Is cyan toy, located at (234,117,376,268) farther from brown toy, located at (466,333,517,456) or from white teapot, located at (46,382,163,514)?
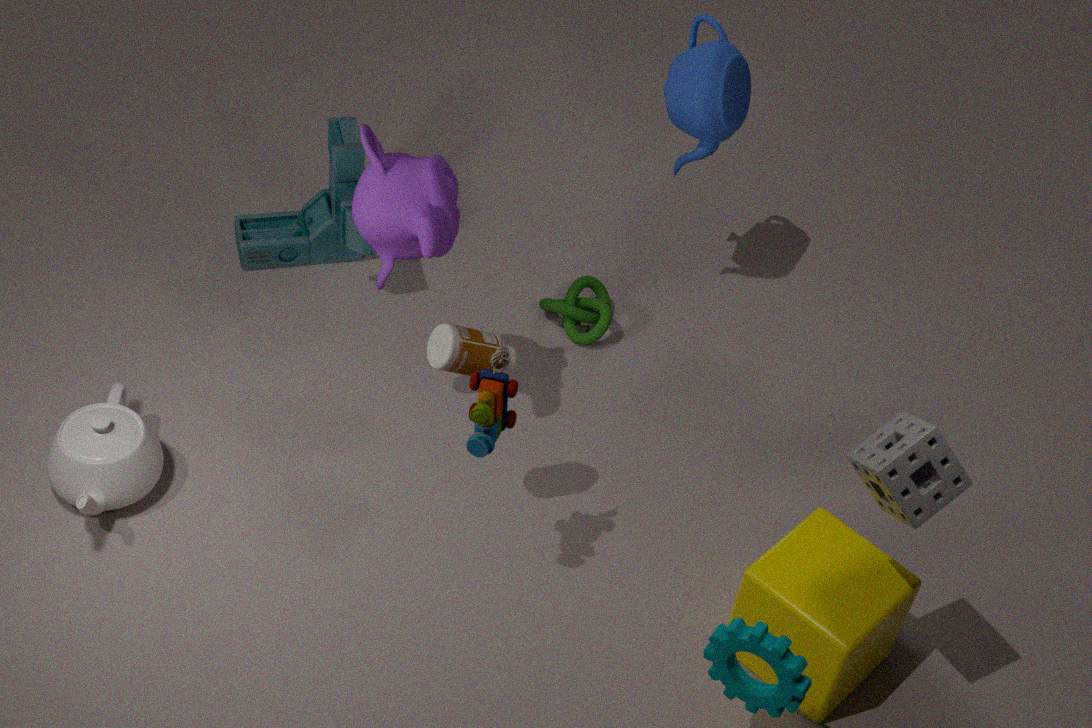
brown toy, located at (466,333,517,456)
